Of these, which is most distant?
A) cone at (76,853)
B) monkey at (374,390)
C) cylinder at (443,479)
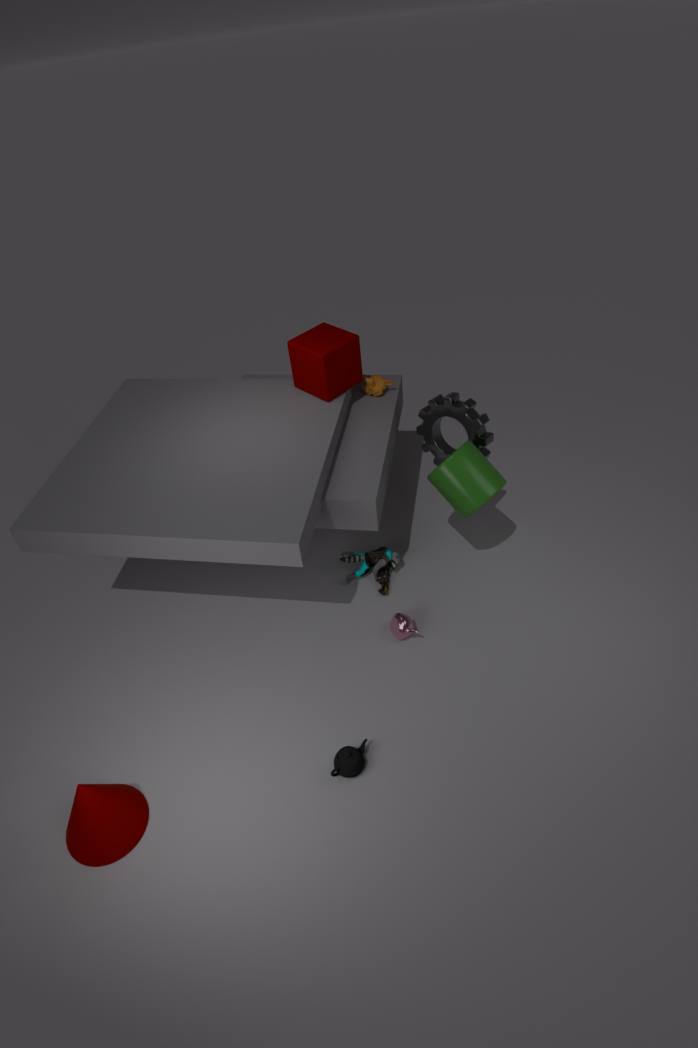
monkey at (374,390)
